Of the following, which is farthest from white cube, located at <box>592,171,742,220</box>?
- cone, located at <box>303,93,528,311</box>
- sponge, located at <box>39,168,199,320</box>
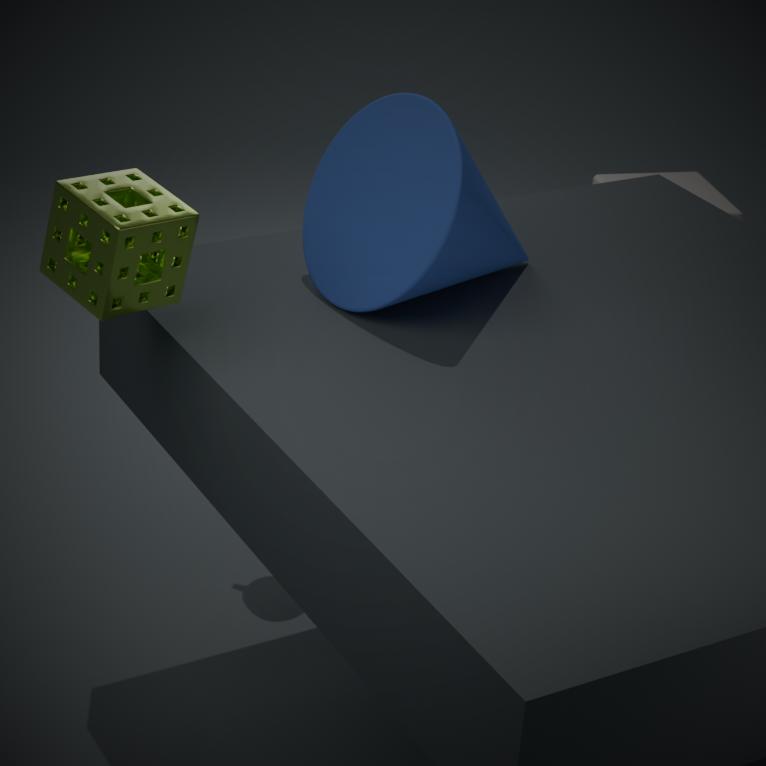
sponge, located at <box>39,168,199,320</box>
